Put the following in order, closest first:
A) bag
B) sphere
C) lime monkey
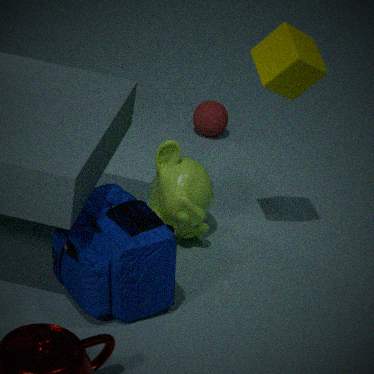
1. bag
2. lime monkey
3. sphere
